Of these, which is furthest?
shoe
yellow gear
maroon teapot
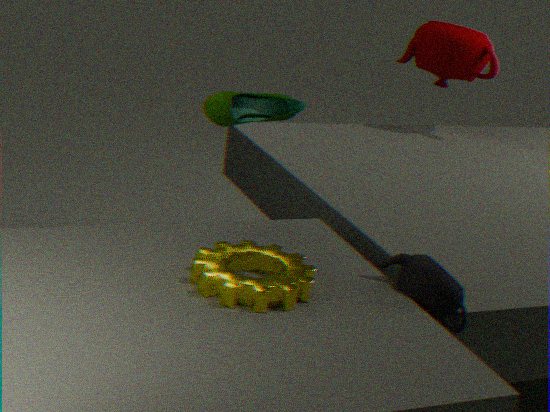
maroon teapot
